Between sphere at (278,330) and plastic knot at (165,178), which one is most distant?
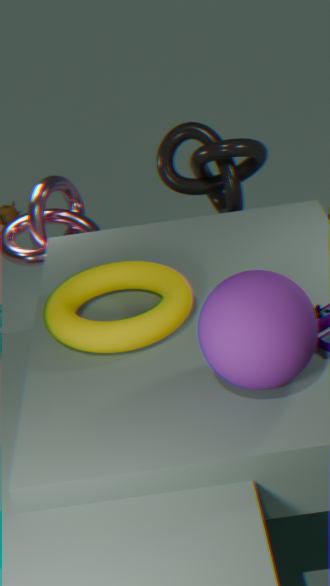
plastic knot at (165,178)
